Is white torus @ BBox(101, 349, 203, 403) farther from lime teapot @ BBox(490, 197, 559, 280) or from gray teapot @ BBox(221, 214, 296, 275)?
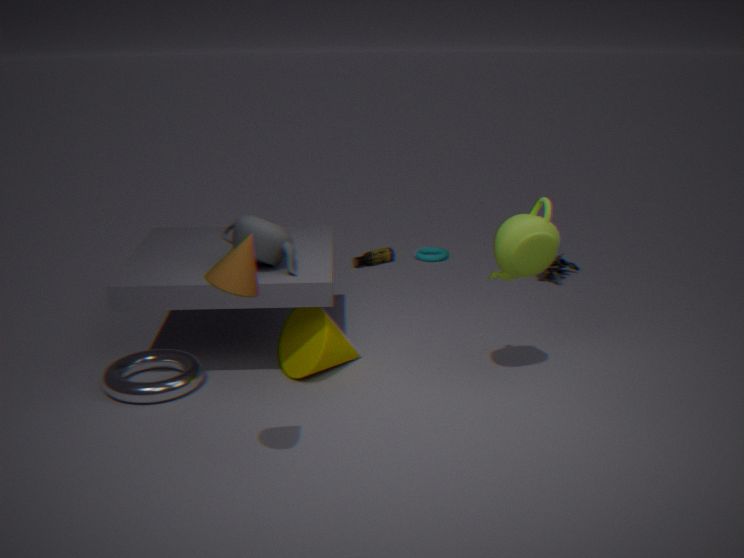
lime teapot @ BBox(490, 197, 559, 280)
